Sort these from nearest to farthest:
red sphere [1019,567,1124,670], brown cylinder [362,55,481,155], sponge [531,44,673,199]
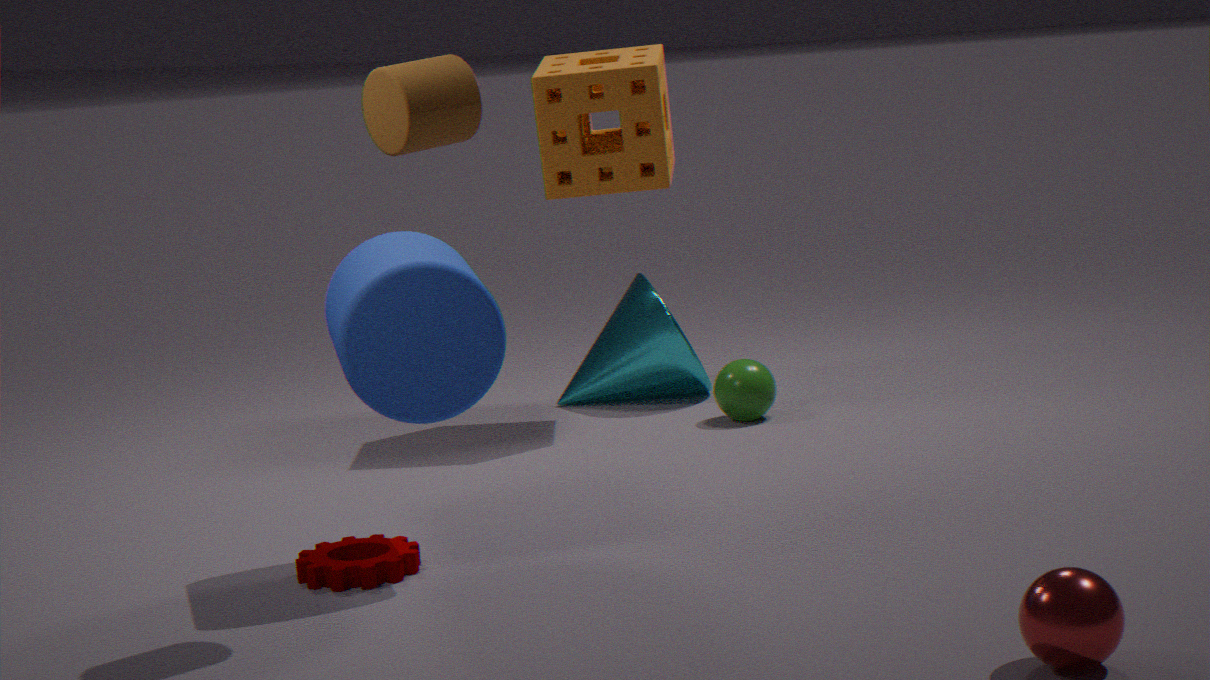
red sphere [1019,567,1124,670], brown cylinder [362,55,481,155], sponge [531,44,673,199]
